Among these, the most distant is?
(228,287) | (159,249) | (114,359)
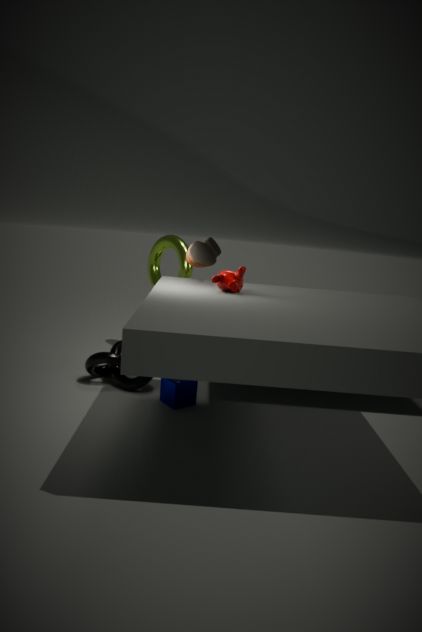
(159,249)
